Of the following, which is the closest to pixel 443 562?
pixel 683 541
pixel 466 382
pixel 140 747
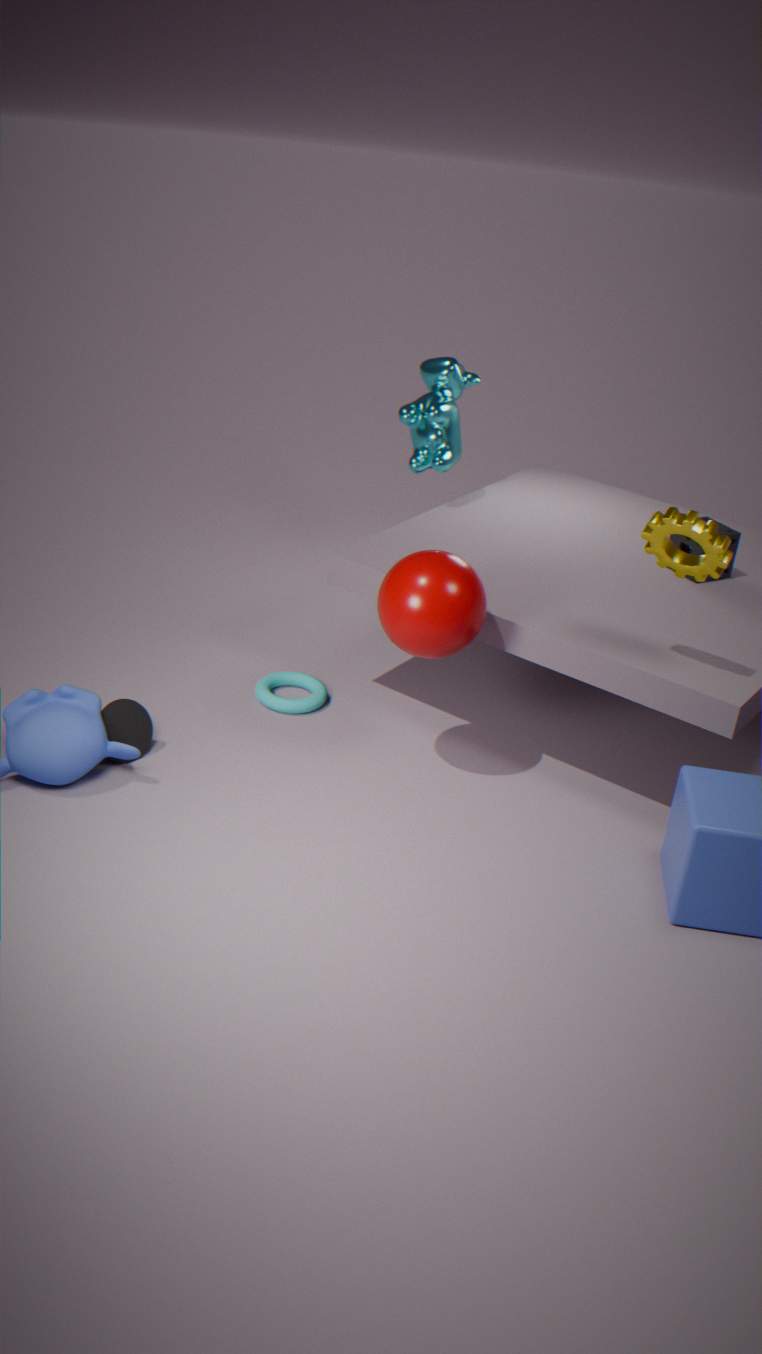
pixel 140 747
